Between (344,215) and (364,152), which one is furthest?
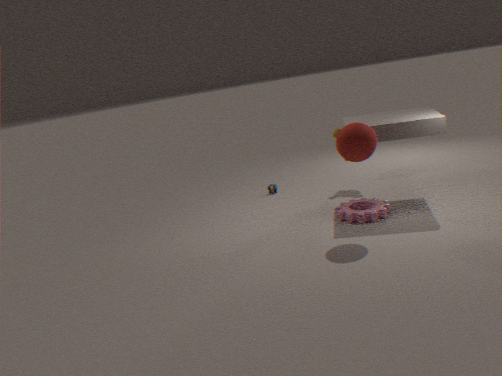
(344,215)
